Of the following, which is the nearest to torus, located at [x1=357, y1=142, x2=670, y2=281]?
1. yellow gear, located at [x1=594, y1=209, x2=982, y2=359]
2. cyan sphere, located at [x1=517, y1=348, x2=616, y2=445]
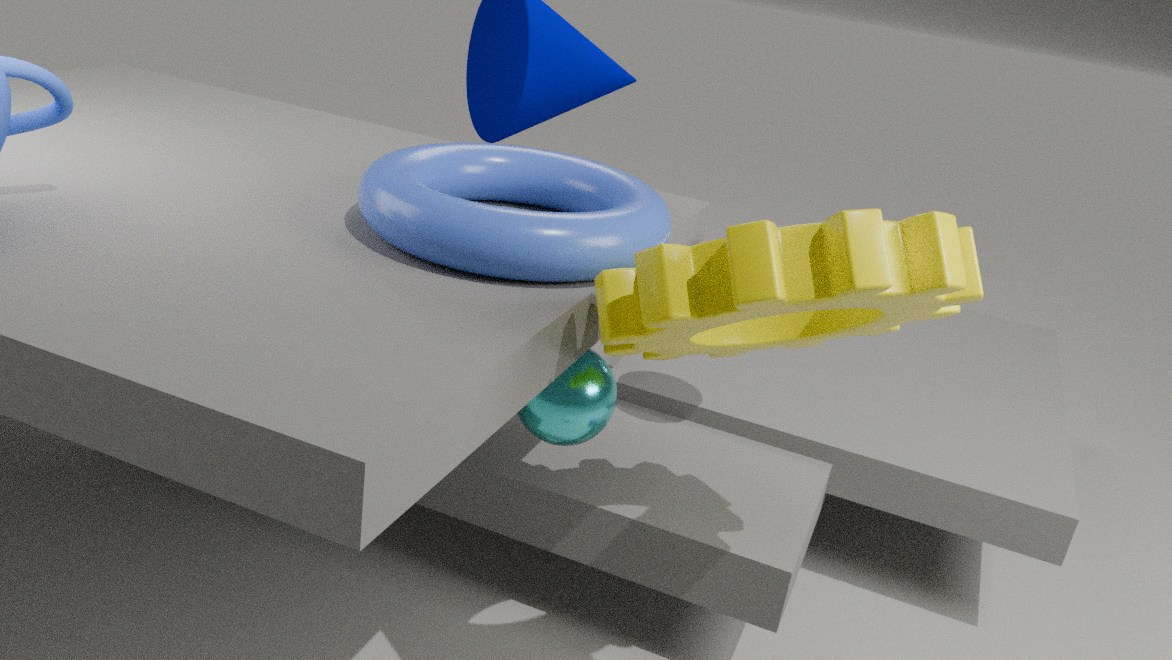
yellow gear, located at [x1=594, y1=209, x2=982, y2=359]
